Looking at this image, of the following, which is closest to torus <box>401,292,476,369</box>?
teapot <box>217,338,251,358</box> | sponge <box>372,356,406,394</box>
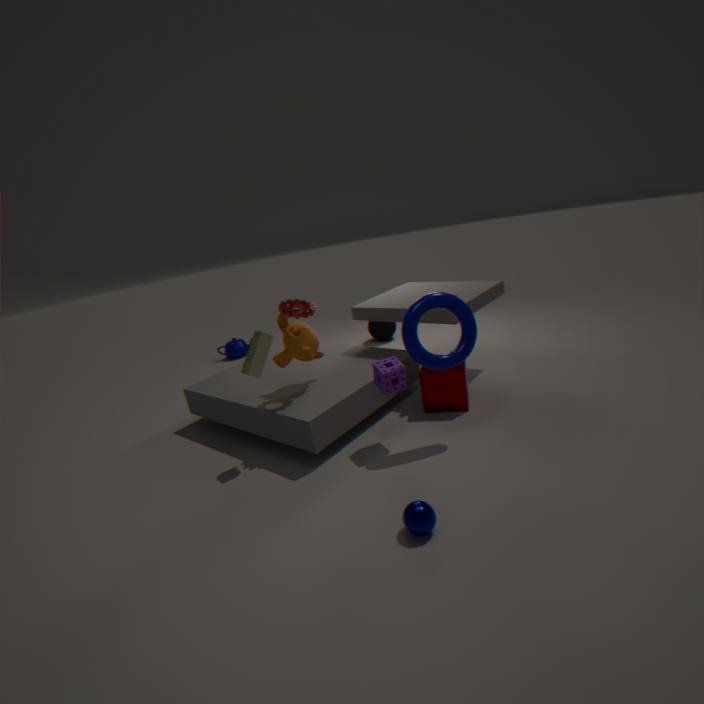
sponge <box>372,356,406,394</box>
